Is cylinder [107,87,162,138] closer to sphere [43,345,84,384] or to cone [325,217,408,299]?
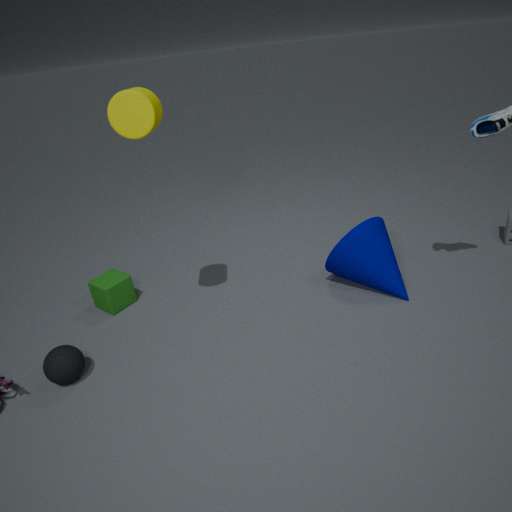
sphere [43,345,84,384]
